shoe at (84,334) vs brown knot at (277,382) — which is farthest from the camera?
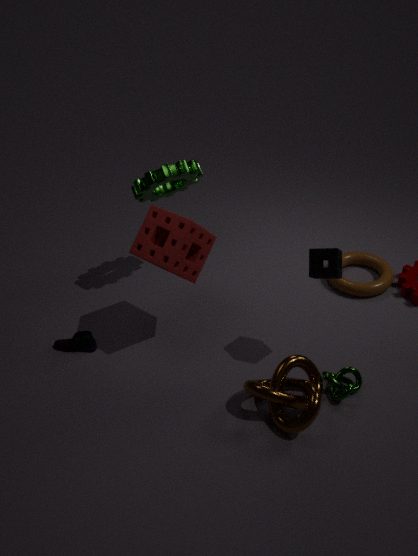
shoe at (84,334)
